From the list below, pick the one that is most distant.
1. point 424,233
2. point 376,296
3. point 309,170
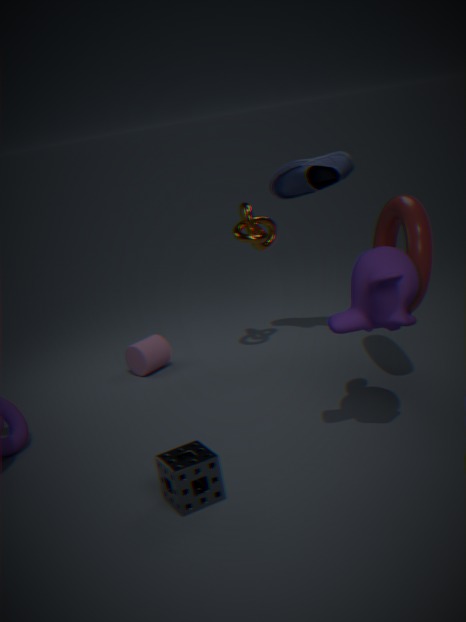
point 309,170
